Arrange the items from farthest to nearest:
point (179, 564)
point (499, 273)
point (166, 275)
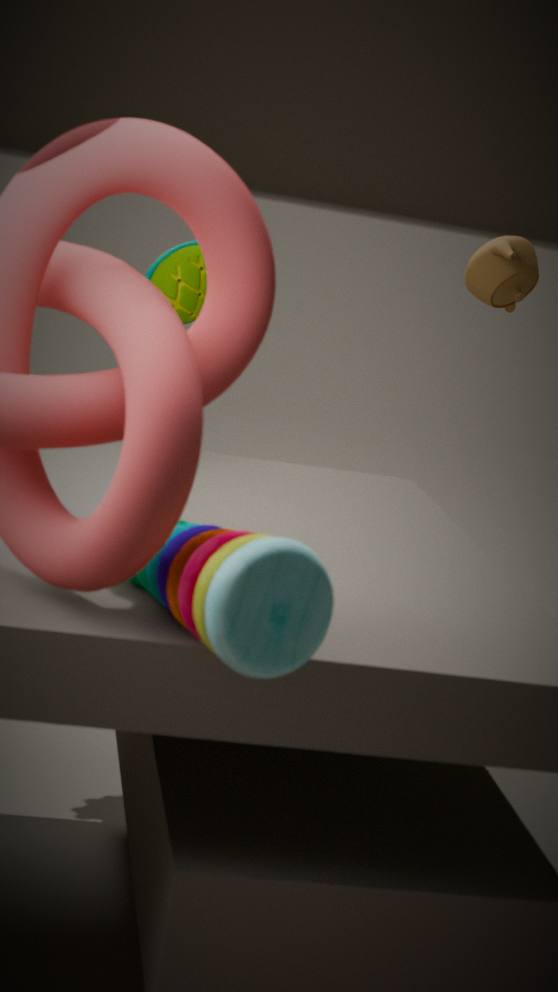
point (499, 273) < point (166, 275) < point (179, 564)
